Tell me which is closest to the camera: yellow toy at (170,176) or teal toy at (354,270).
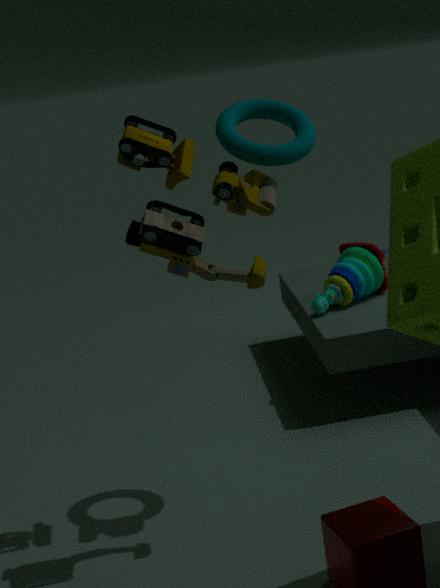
yellow toy at (170,176)
